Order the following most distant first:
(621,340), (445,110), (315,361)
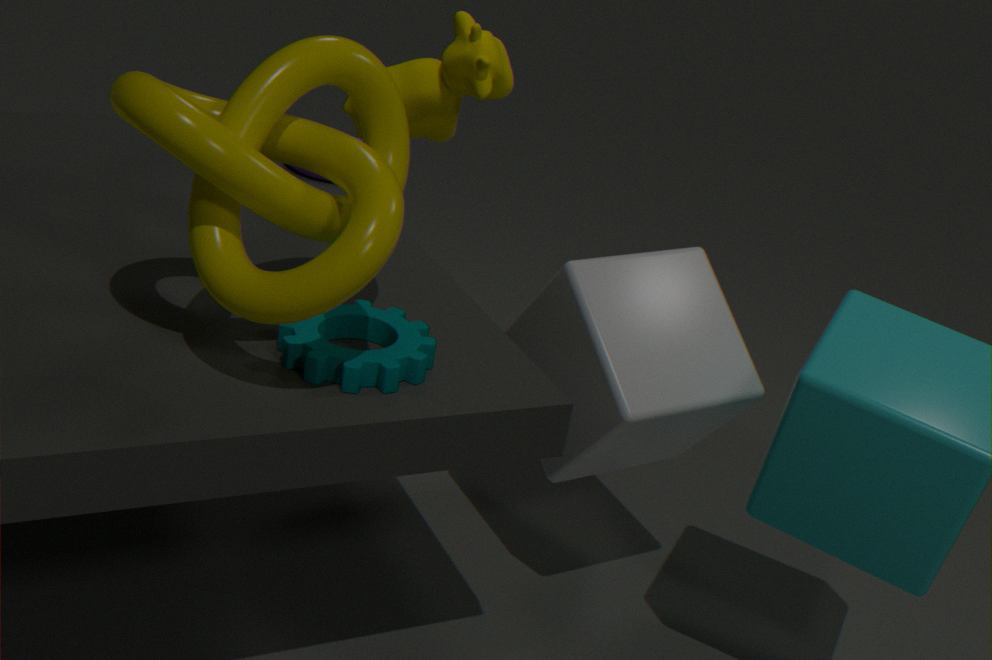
(445,110)
(621,340)
(315,361)
